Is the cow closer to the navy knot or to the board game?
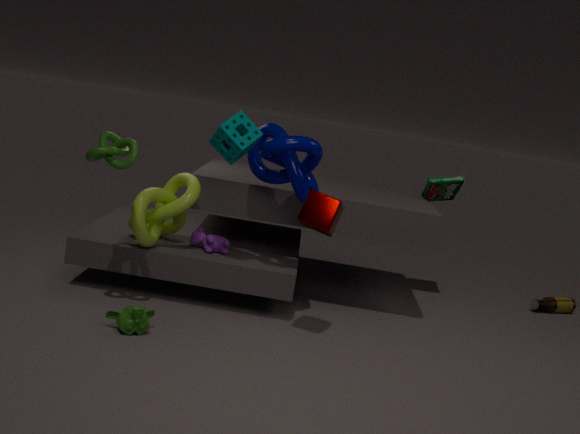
the navy knot
